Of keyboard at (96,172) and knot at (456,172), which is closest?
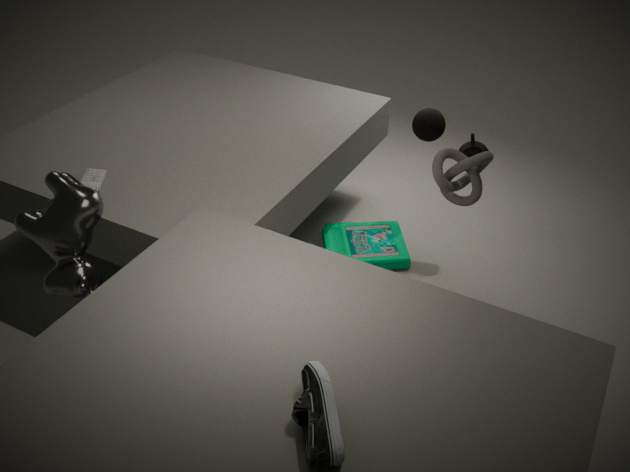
knot at (456,172)
